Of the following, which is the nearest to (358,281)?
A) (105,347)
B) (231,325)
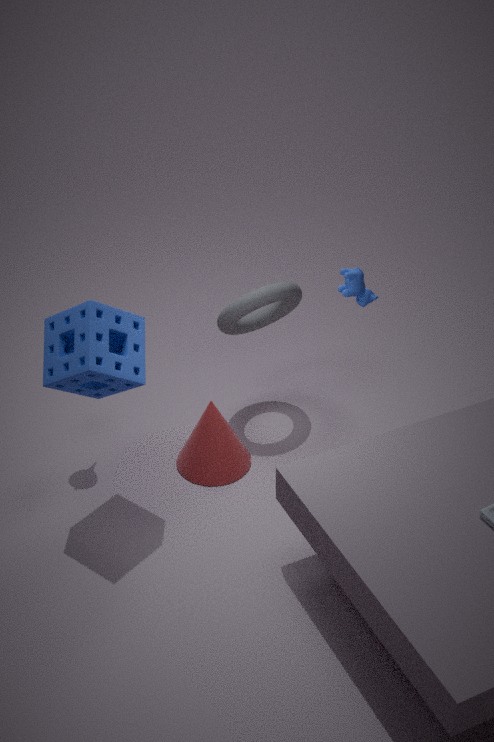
(231,325)
